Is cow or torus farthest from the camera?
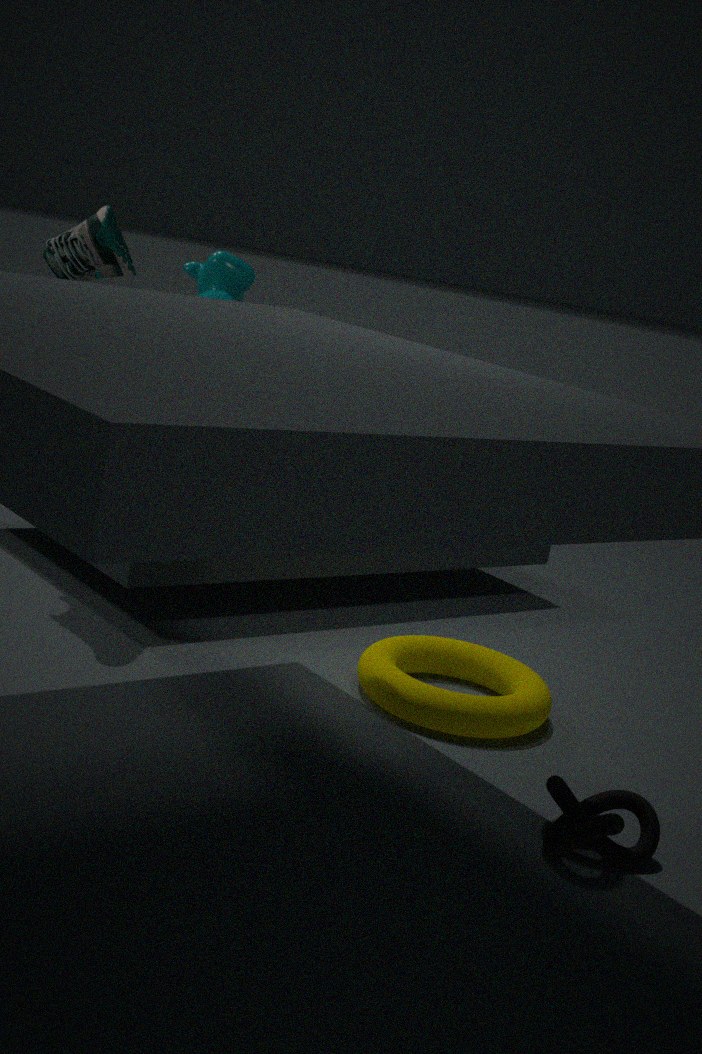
cow
